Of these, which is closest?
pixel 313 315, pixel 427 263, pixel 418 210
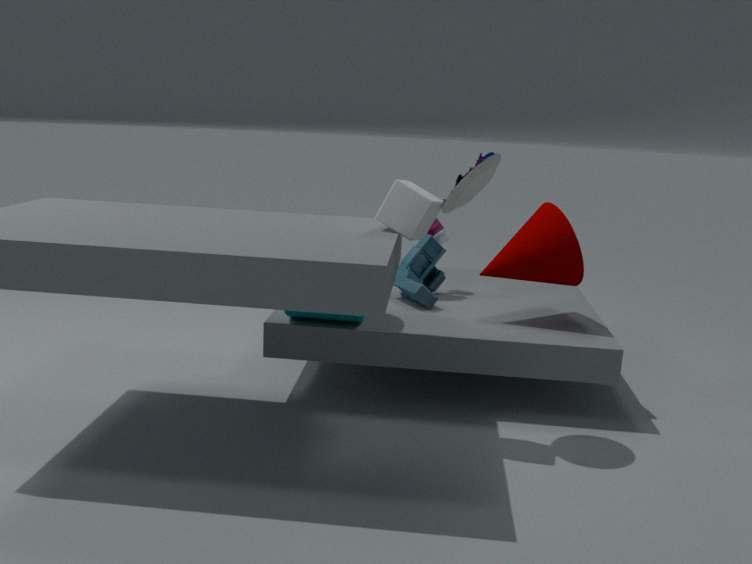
pixel 418 210
